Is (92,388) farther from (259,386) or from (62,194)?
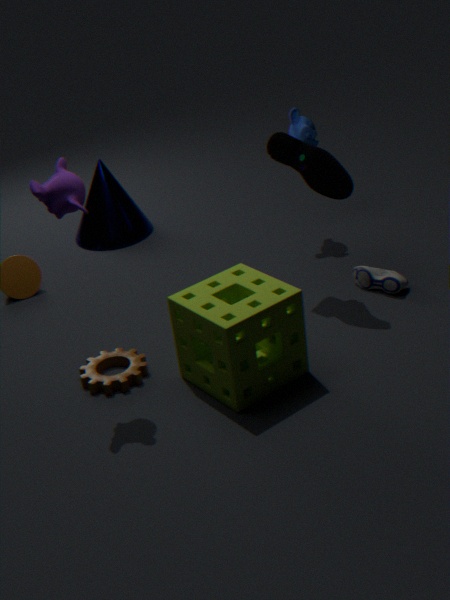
(62,194)
